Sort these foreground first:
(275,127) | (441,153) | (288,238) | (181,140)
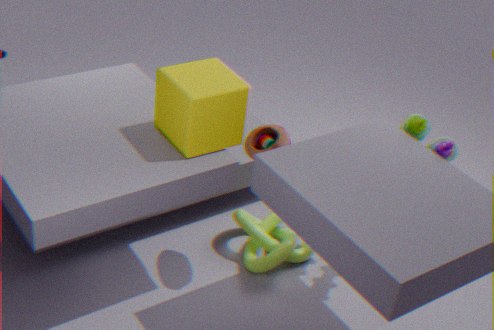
1. (181,140)
2. (441,153)
3. (275,127)
4. (288,238)
